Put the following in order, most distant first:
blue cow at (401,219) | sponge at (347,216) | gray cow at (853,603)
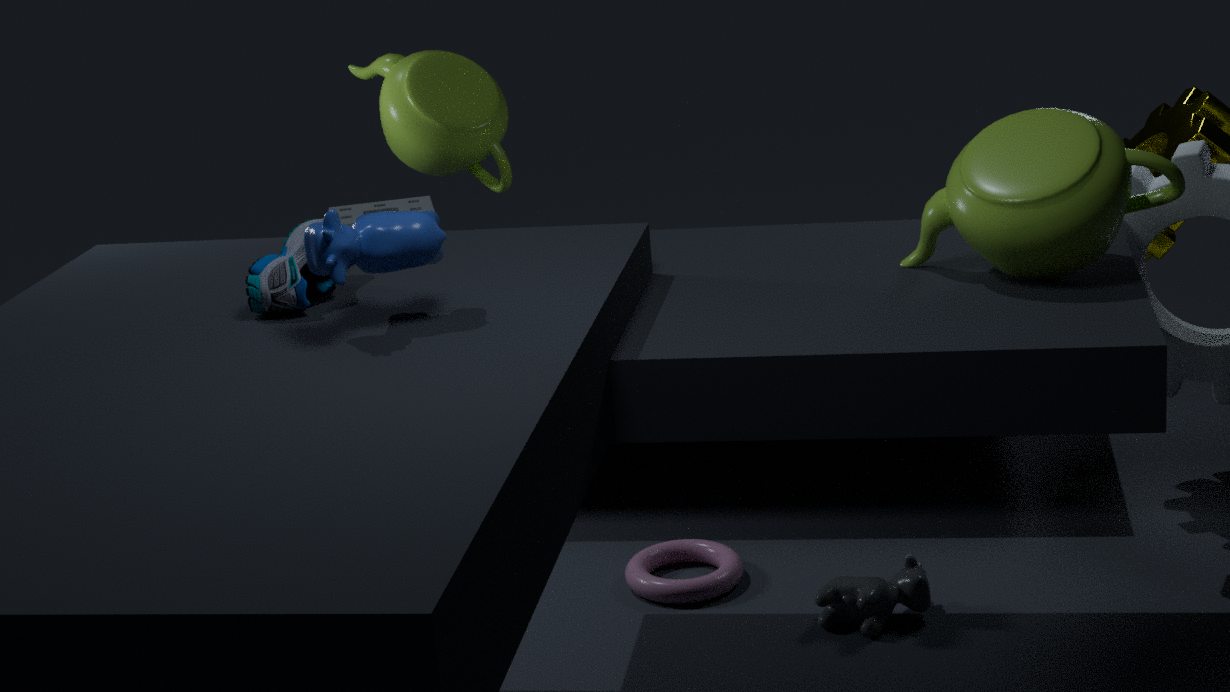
sponge at (347,216)
gray cow at (853,603)
blue cow at (401,219)
